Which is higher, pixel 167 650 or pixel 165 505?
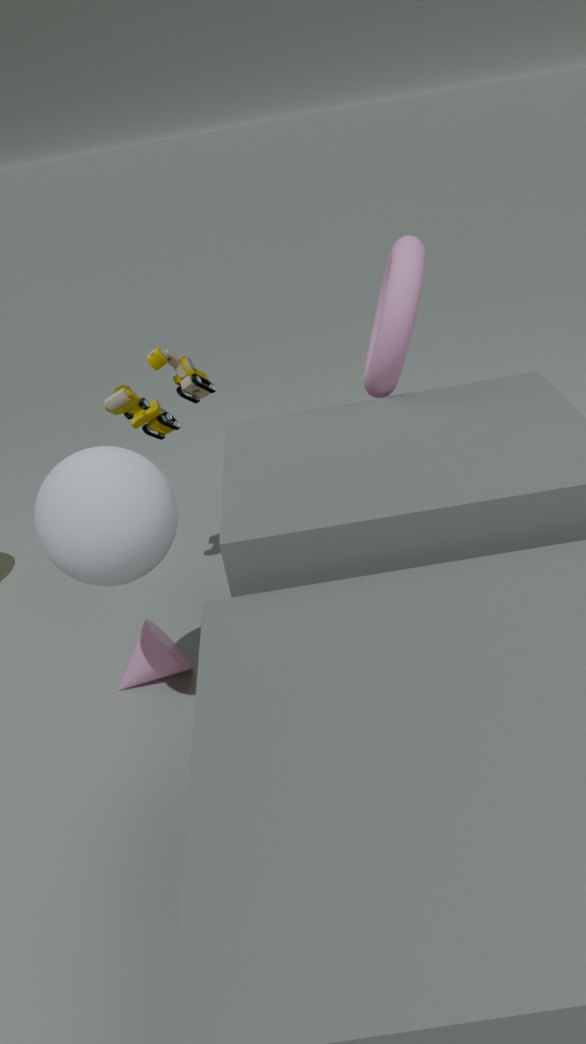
pixel 165 505
